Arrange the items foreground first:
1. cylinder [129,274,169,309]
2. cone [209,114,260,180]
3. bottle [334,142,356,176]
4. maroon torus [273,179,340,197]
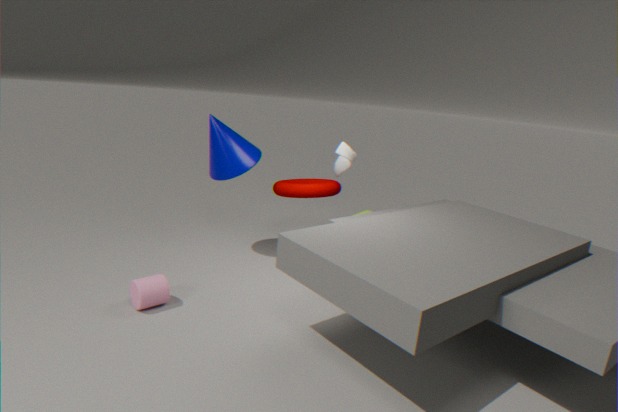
cylinder [129,274,169,309]
bottle [334,142,356,176]
cone [209,114,260,180]
maroon torus [273,179,340,197]
